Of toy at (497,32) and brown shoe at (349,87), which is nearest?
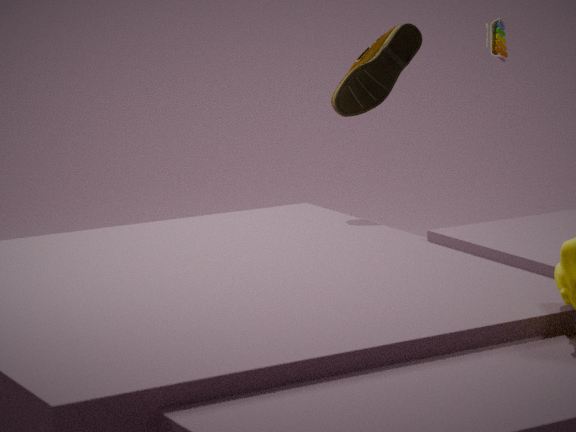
brown shoe at (349,87)
